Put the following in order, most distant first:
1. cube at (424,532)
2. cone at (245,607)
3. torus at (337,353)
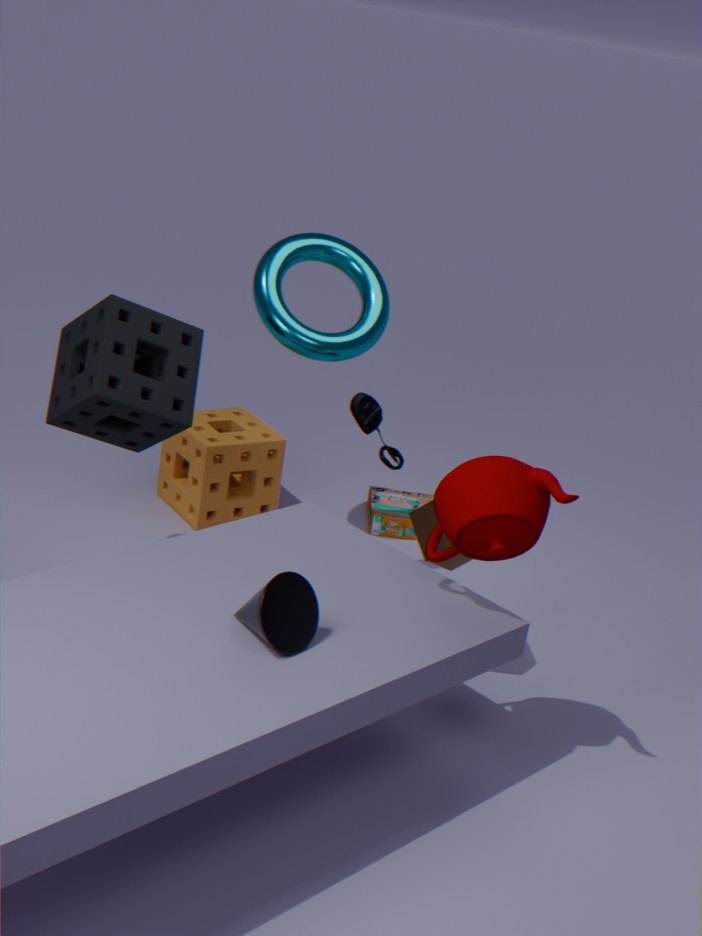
torus at (337,353) → cube at (424,532) → cone at (245,607)
